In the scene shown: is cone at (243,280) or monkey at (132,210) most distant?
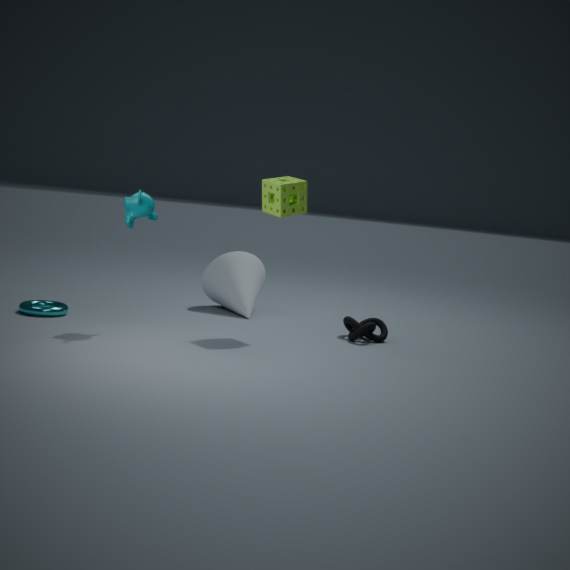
cone at (243,280)
